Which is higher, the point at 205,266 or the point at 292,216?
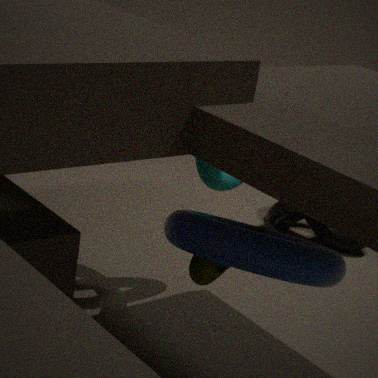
the point at 205,266
